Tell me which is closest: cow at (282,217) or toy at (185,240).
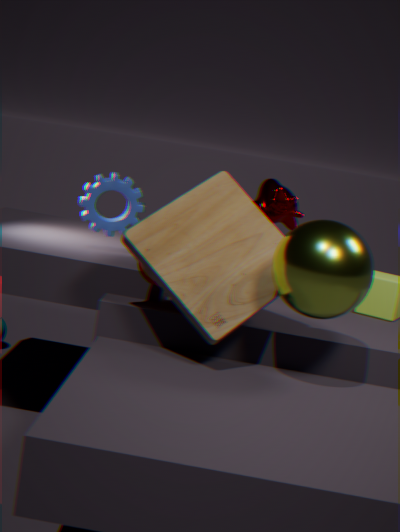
toy at (185,240)
